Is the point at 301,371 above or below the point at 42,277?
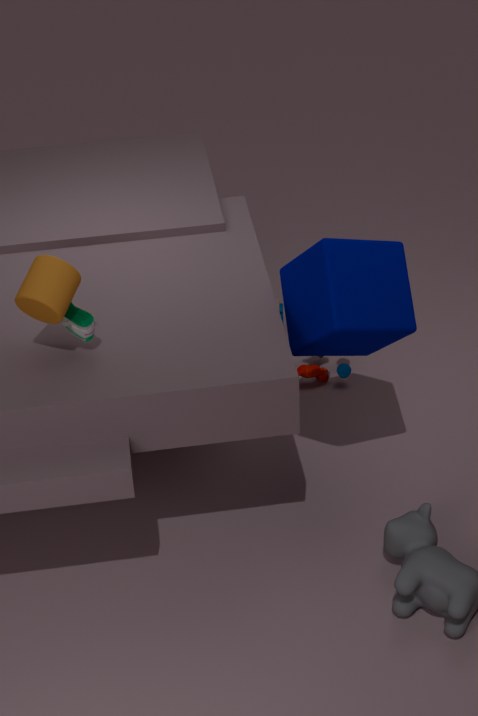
below
